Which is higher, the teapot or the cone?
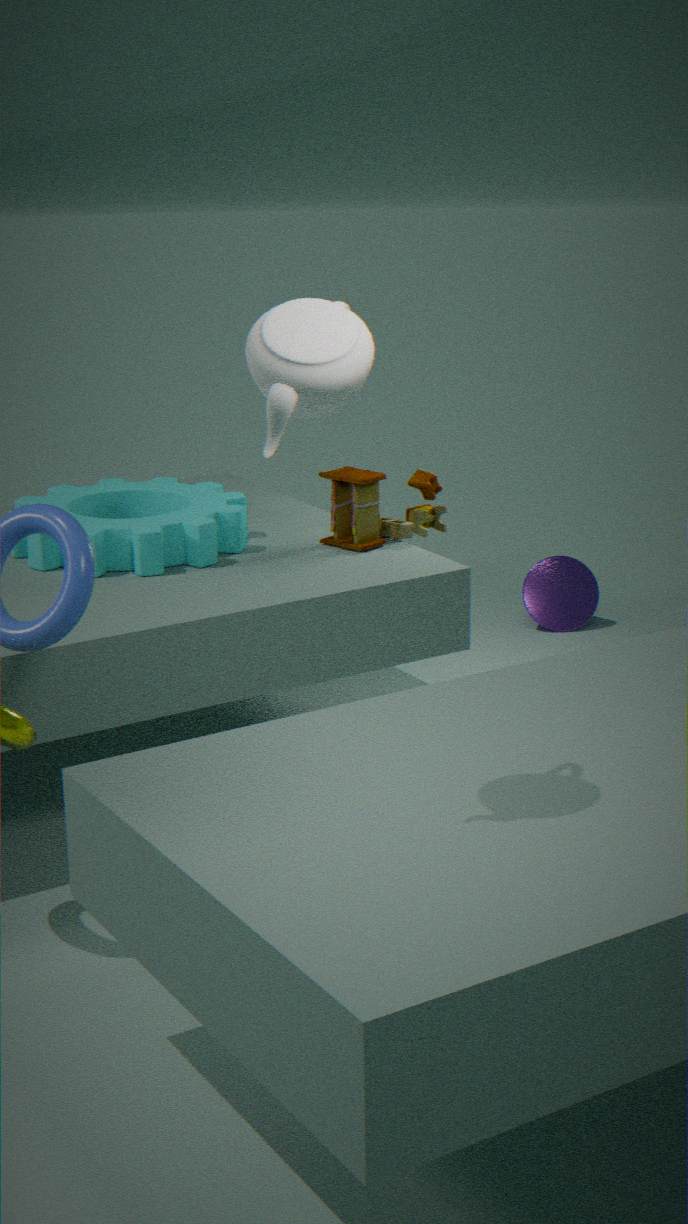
the teapot
